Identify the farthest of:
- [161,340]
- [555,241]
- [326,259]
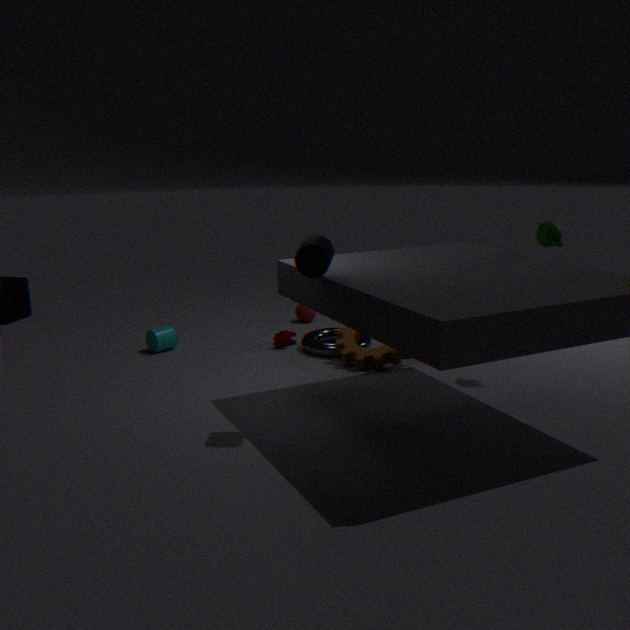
[161,340]
